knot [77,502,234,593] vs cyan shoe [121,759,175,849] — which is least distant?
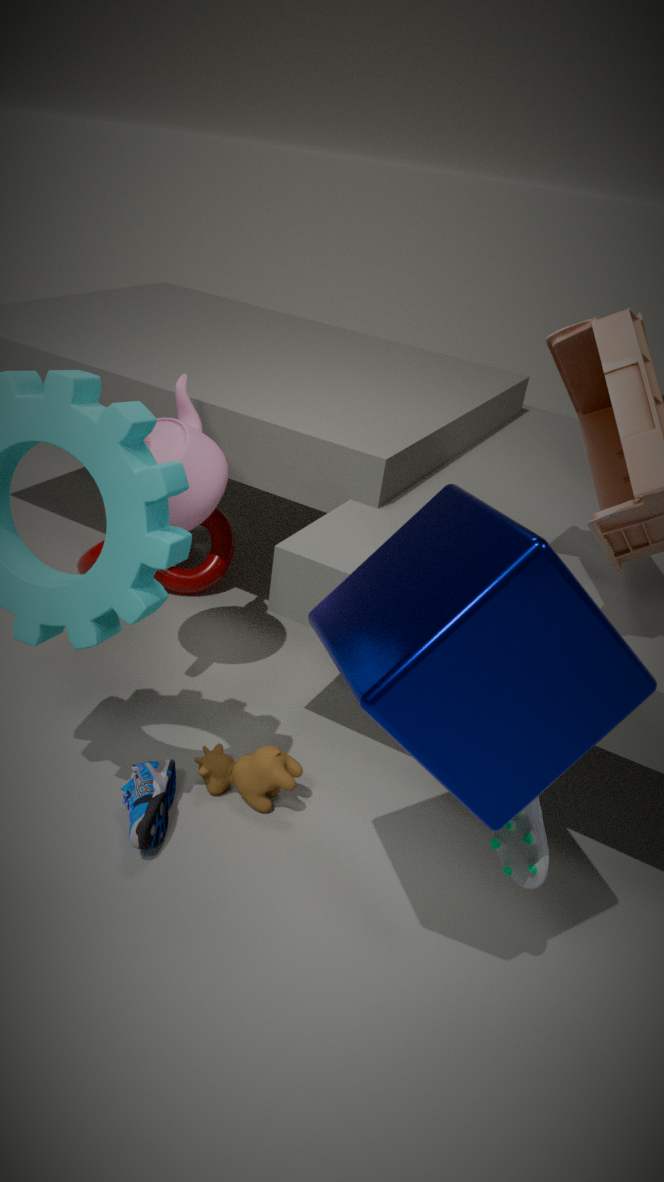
cyan shoe [121,759,175,849]
